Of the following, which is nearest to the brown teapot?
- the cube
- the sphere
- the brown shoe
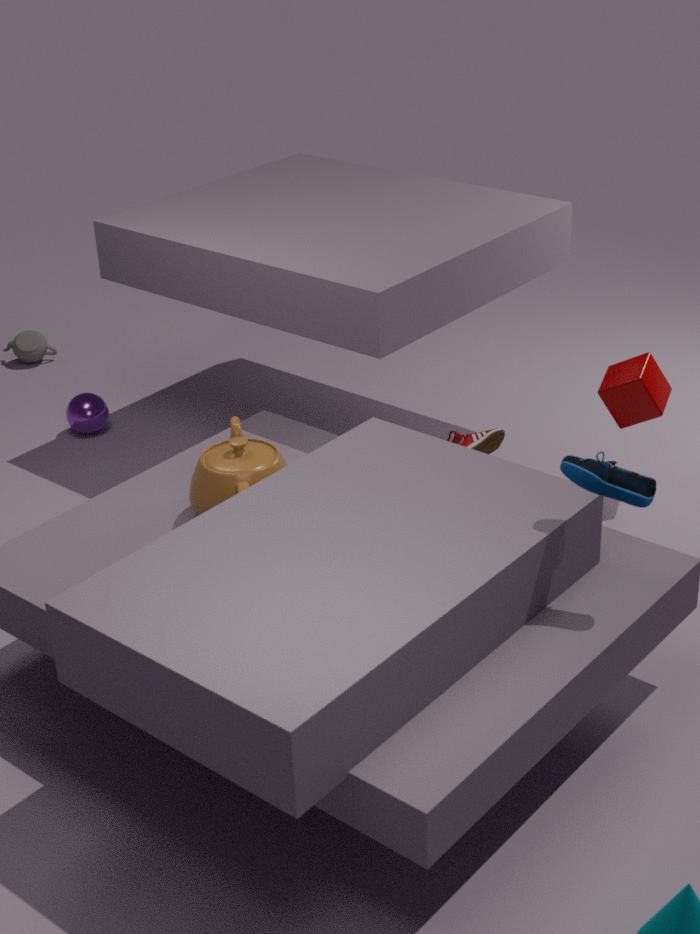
the brown shoe
